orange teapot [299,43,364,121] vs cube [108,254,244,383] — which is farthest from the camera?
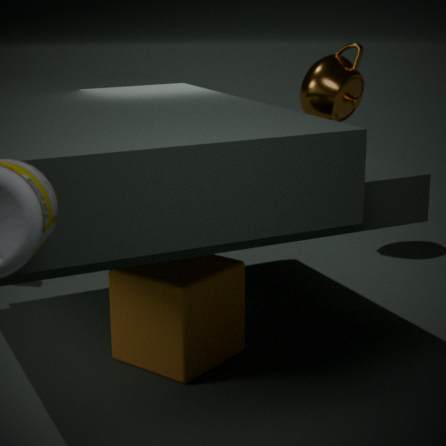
orange teapot [299,43,364,121]
